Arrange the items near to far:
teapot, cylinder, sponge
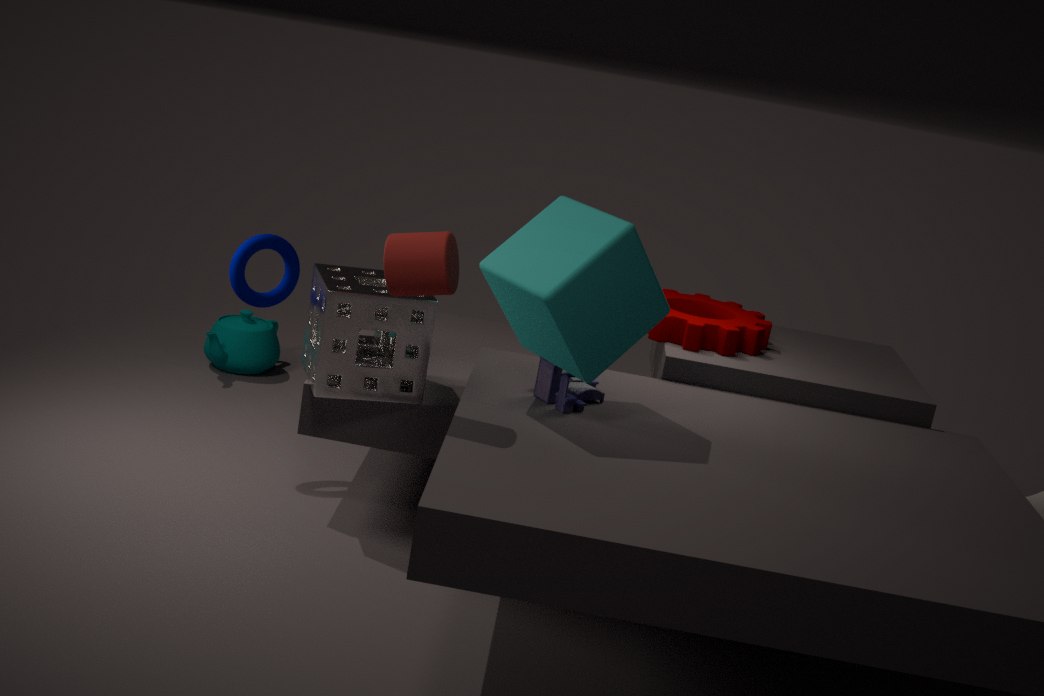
cylinder
sponge
teapot
